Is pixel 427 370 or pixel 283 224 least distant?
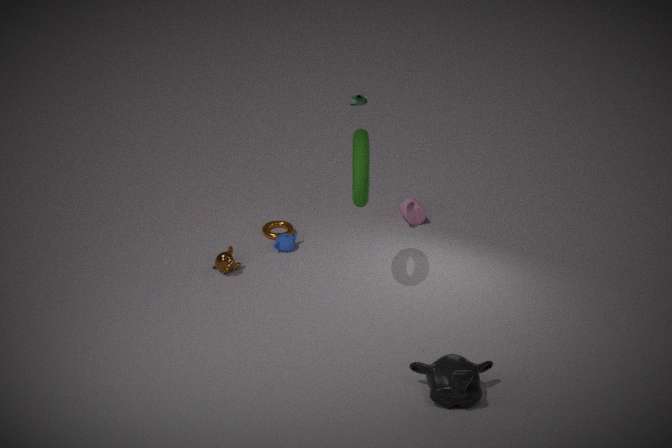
pixel 427 370
